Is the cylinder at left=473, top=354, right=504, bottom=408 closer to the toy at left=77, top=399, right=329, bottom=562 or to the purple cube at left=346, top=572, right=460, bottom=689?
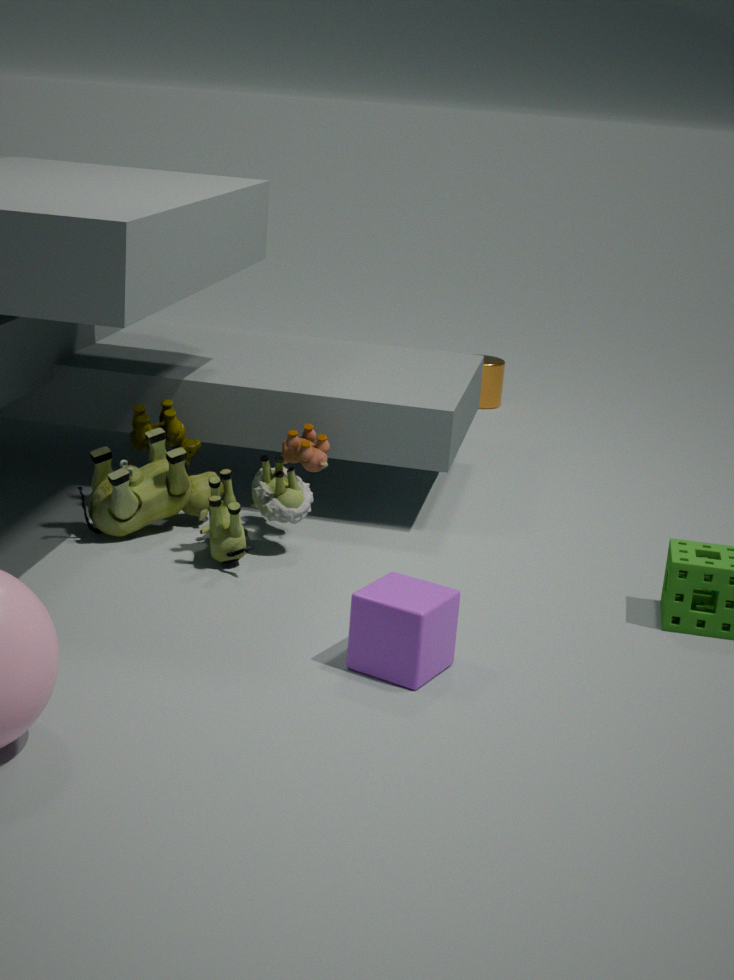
the toy at left=77, top=399, right=329, bottom=562
